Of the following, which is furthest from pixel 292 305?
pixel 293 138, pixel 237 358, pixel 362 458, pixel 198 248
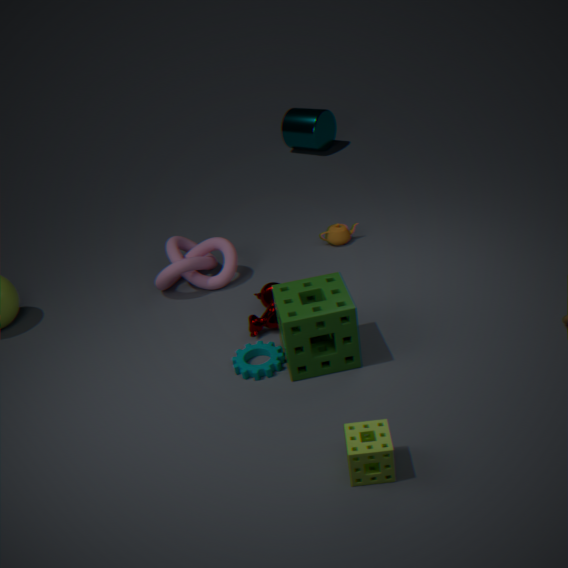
pixel 293 138
